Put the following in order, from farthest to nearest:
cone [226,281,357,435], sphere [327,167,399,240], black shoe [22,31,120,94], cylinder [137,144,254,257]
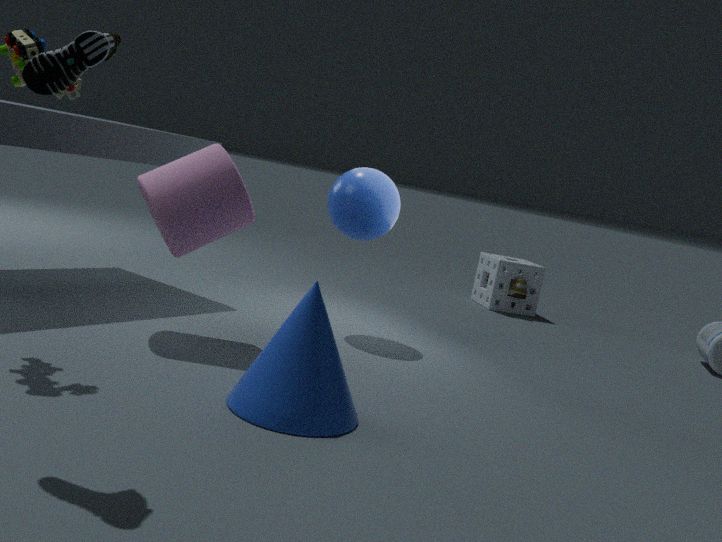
1. sphere [327,167,399,240]
2. cylinder [137,144,254,257]
3. cone [226,281,357,435]
4. black shoe [22,31,120,94]
